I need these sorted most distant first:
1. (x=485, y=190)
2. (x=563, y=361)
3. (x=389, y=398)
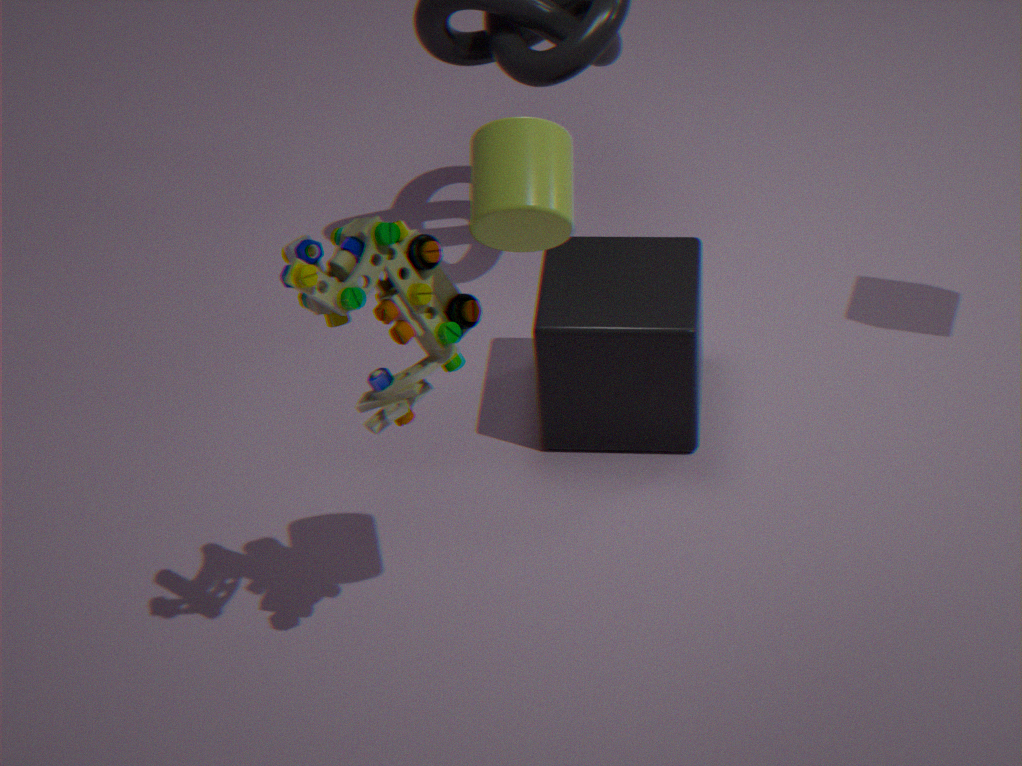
(x=563, y=361)
(x=389, y=398)
(x=485, y=190)
